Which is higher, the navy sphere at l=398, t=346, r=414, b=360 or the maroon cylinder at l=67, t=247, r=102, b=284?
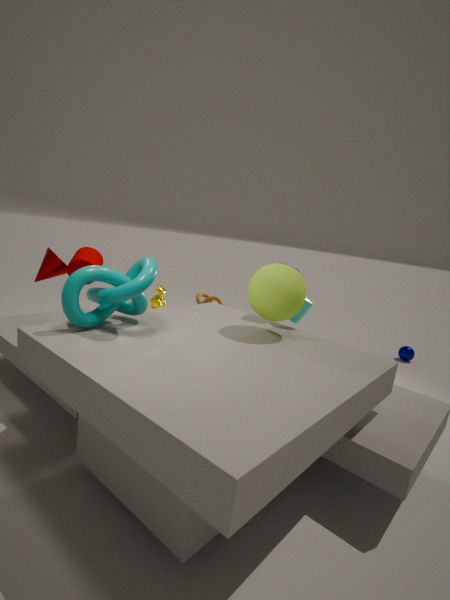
the maroon cylinder at l=67, t=247, r=102, b=284
